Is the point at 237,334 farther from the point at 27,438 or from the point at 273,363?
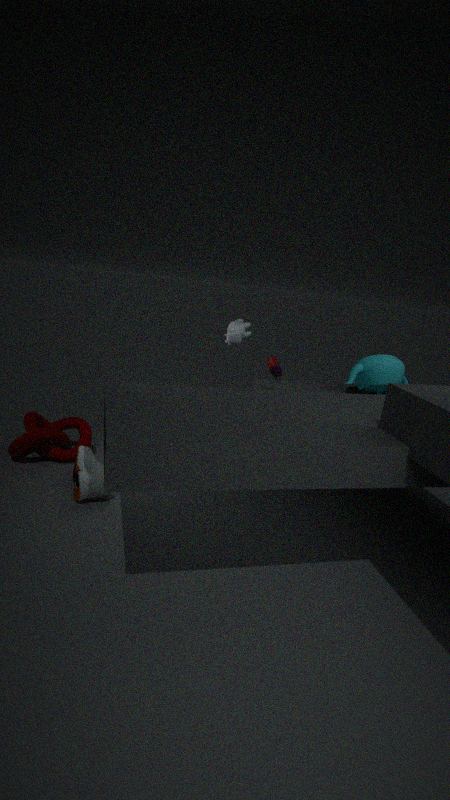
the point at 27,438
